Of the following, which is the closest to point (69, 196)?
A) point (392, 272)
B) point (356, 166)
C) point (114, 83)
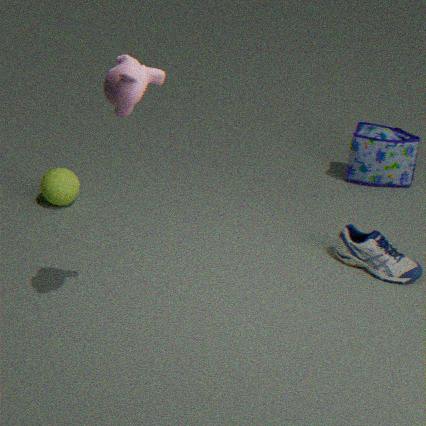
point (114, 83)
